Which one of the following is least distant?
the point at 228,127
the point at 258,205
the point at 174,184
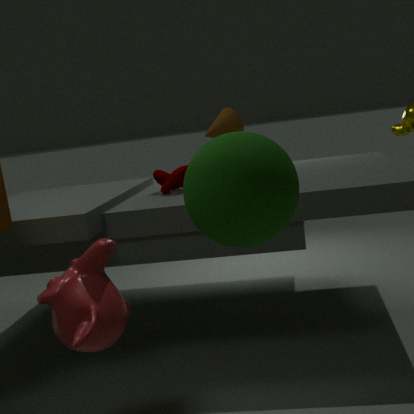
the point at 258,205
